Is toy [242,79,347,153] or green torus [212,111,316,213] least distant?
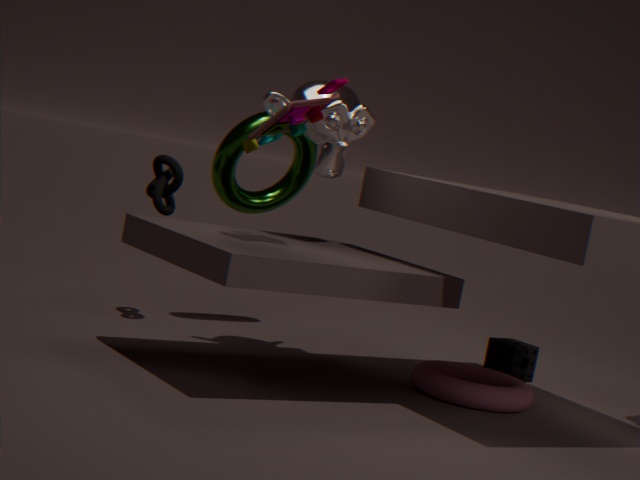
toy [242,79,347,153]
